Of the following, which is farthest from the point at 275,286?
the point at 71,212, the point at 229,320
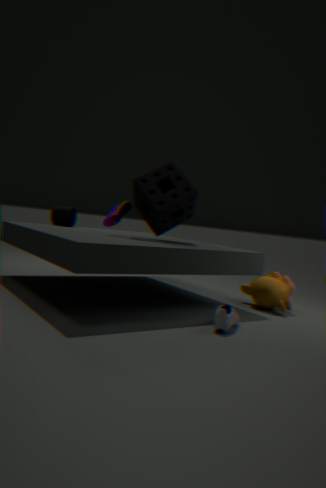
the point at 71,212
